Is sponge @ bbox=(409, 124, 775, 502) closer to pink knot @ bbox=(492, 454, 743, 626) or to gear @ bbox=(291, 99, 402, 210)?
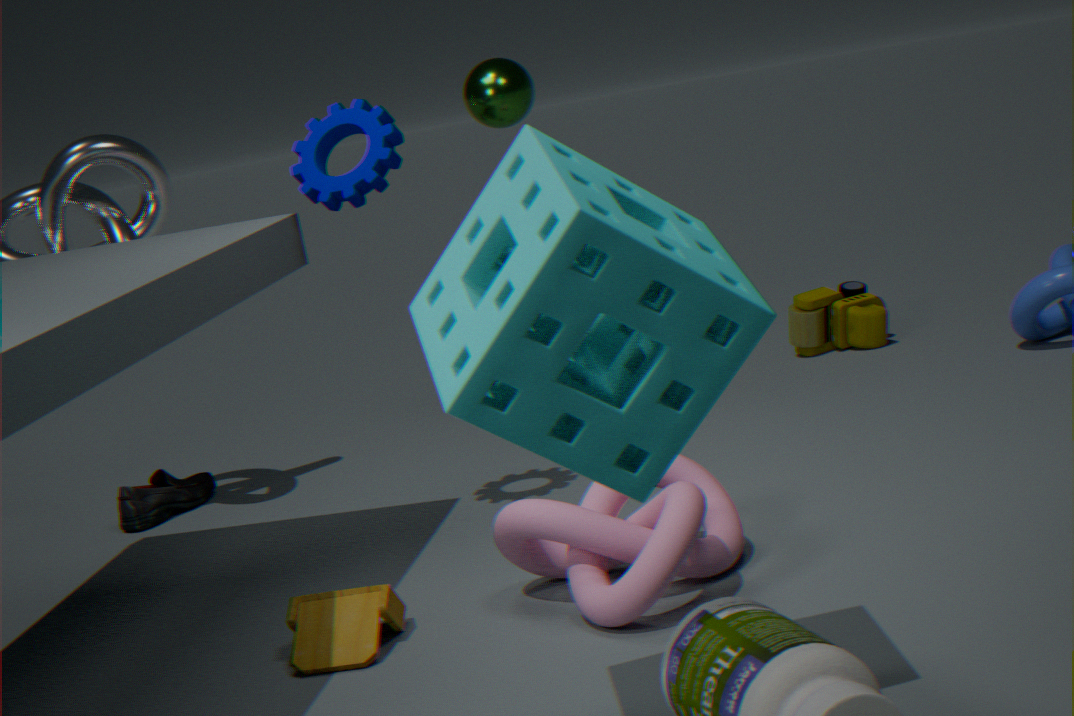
pink knot @ bbox=(492, 454, 743, 626)
